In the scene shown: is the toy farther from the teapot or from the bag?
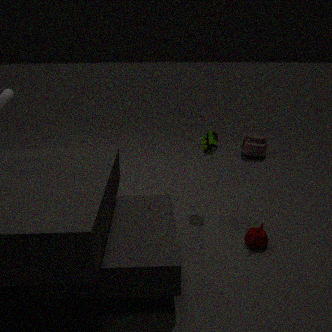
the bag
